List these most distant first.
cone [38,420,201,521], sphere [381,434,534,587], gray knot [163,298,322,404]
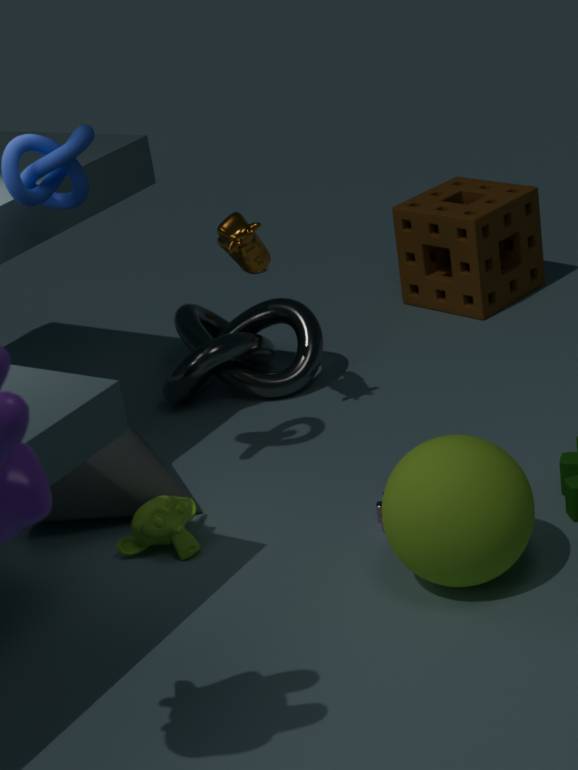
gray knot [163,298,322,404] < cone [38,420,201,521] < sphere [381,434,534,587]
